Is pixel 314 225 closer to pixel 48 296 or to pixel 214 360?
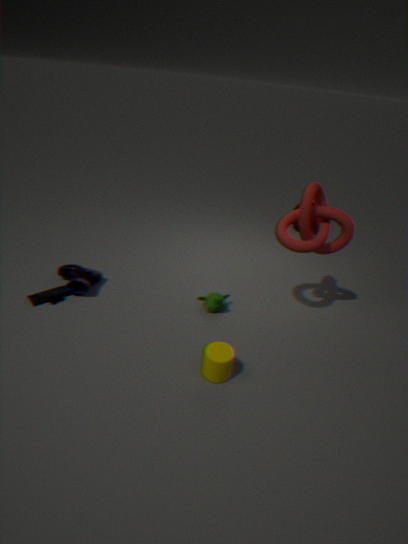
pixel 214 360
